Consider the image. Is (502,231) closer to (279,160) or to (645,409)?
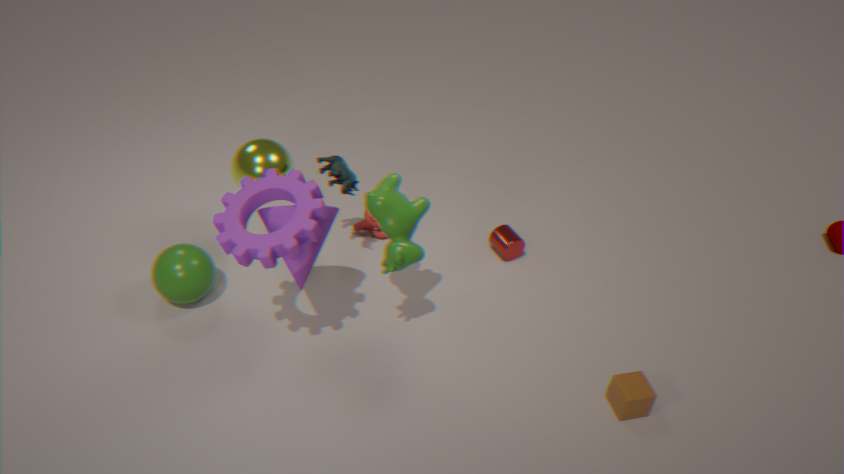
(645,409)
